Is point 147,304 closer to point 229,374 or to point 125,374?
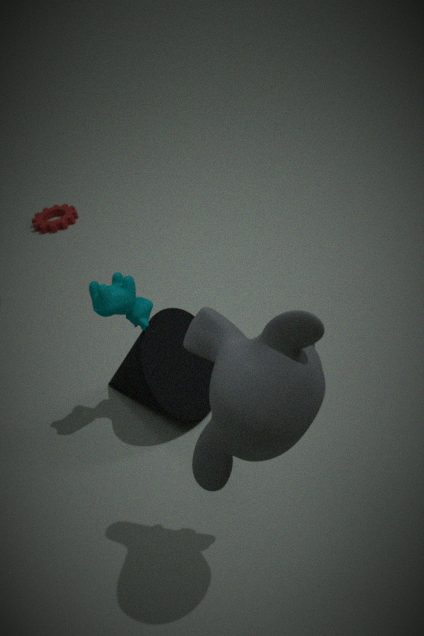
point 125,374
